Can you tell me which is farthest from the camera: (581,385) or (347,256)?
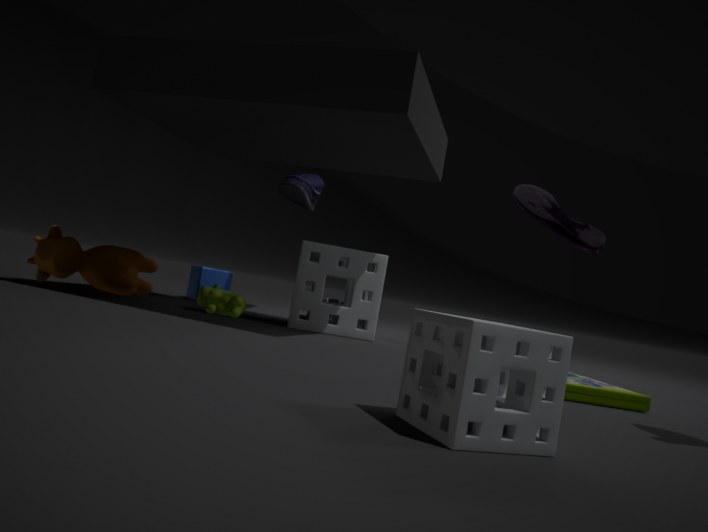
(347,256)
